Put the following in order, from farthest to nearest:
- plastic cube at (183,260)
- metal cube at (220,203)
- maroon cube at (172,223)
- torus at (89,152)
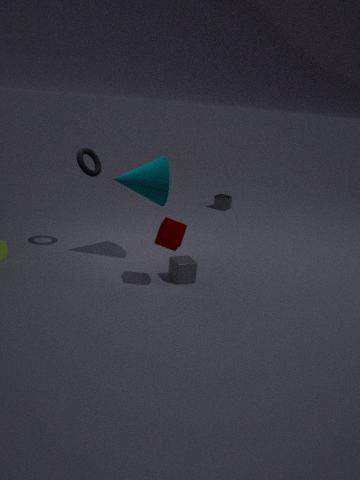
metal cube at (220,203) → torus at (89,152) → plastic cube at (183,260) → maroon cube at (172,223)
